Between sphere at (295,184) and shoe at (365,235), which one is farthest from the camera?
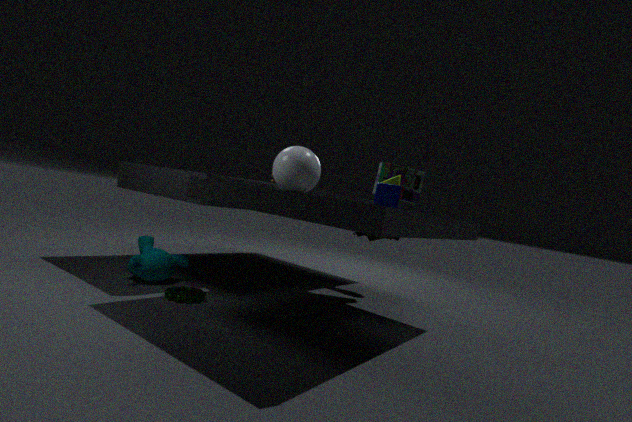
shoe at (365,235)
